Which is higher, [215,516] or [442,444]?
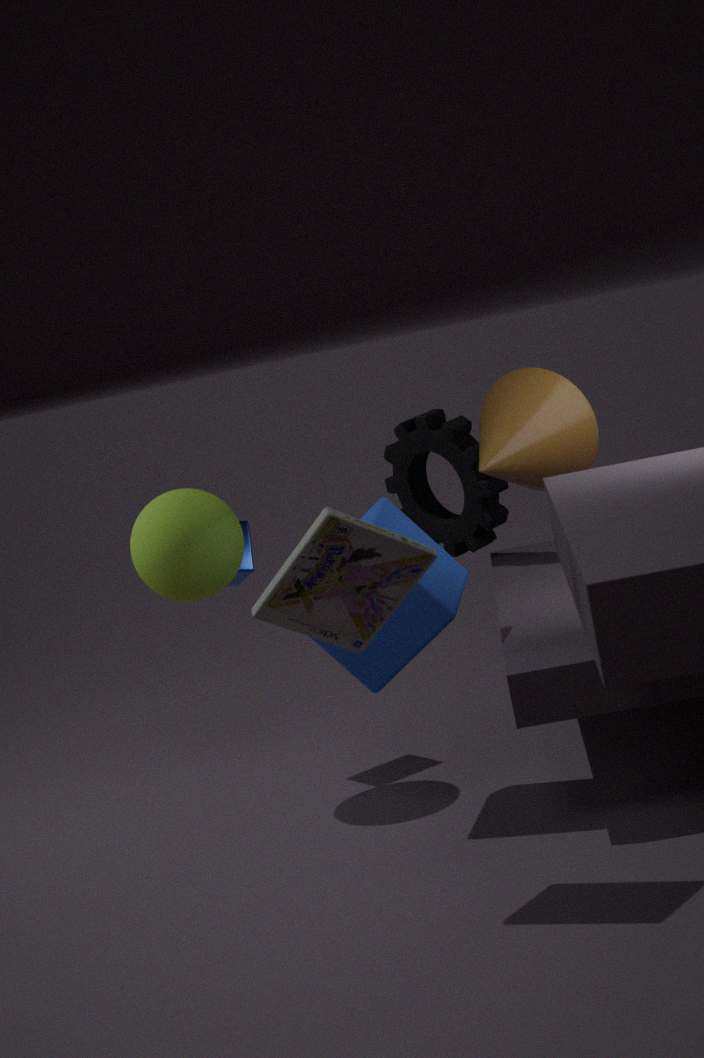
[215,516]
